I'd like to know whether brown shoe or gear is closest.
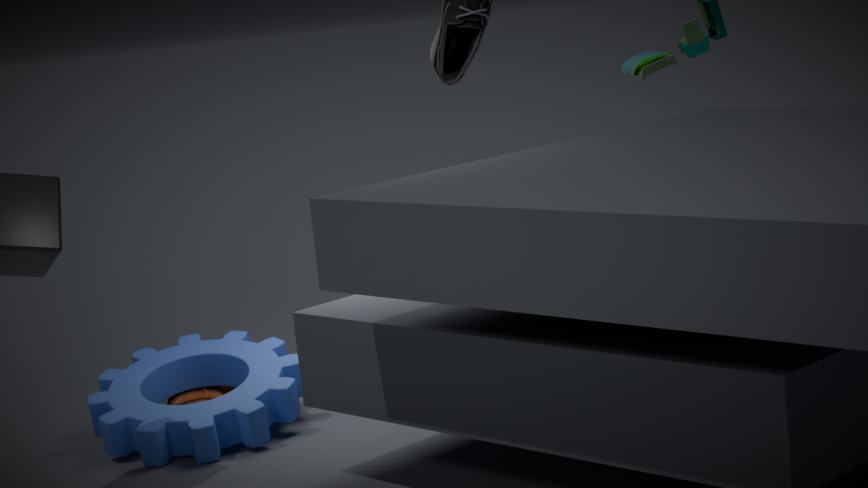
gear
